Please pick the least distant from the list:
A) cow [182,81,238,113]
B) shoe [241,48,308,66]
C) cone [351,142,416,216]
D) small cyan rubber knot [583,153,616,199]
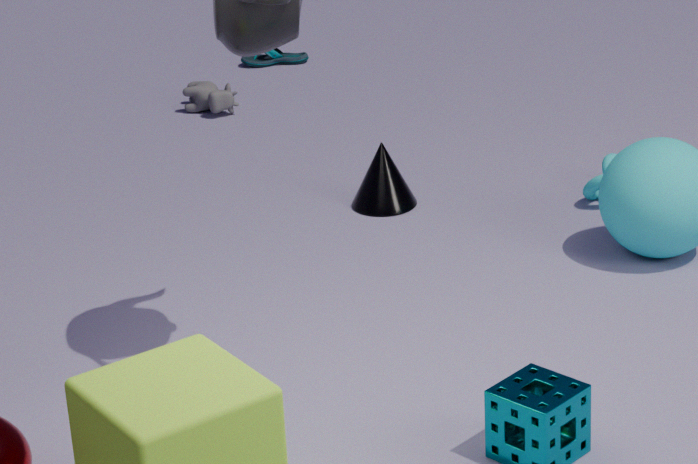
small cyan rubber knot [583,153,616,199]
